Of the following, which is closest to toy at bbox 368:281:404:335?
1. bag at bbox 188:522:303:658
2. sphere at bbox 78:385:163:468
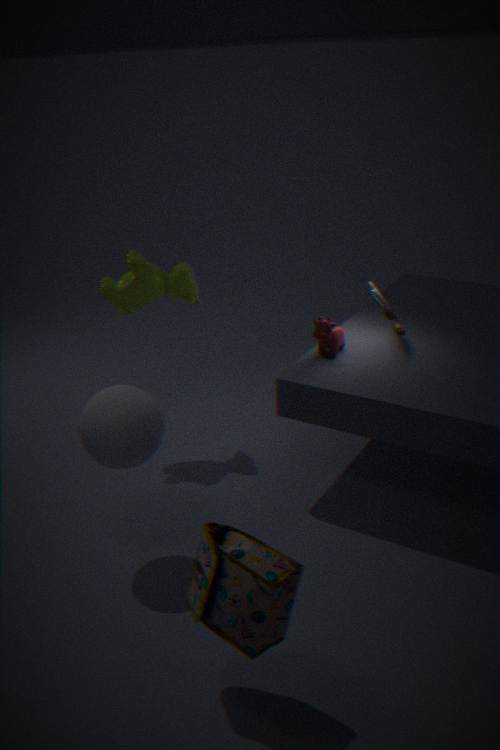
sphere at bbox 78:385:163:468
